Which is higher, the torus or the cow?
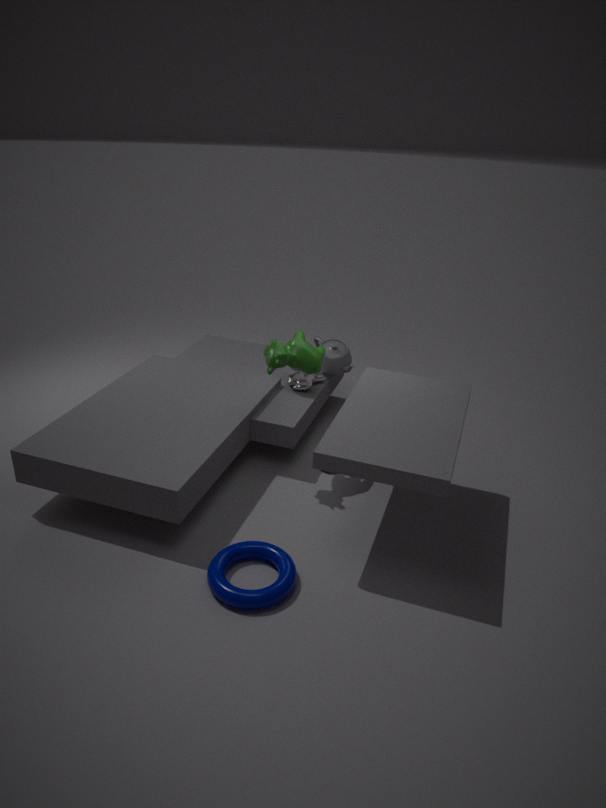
the cow
